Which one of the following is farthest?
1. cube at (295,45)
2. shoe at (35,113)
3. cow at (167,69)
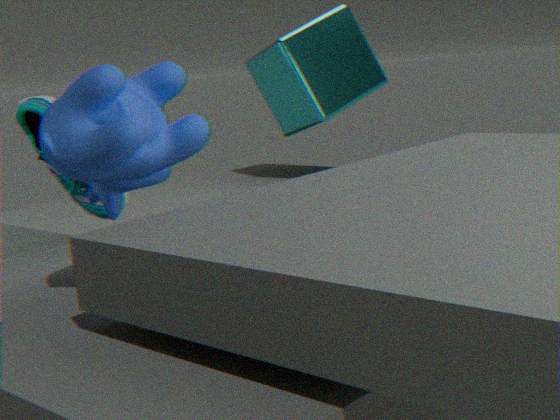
cube at (295,45)
